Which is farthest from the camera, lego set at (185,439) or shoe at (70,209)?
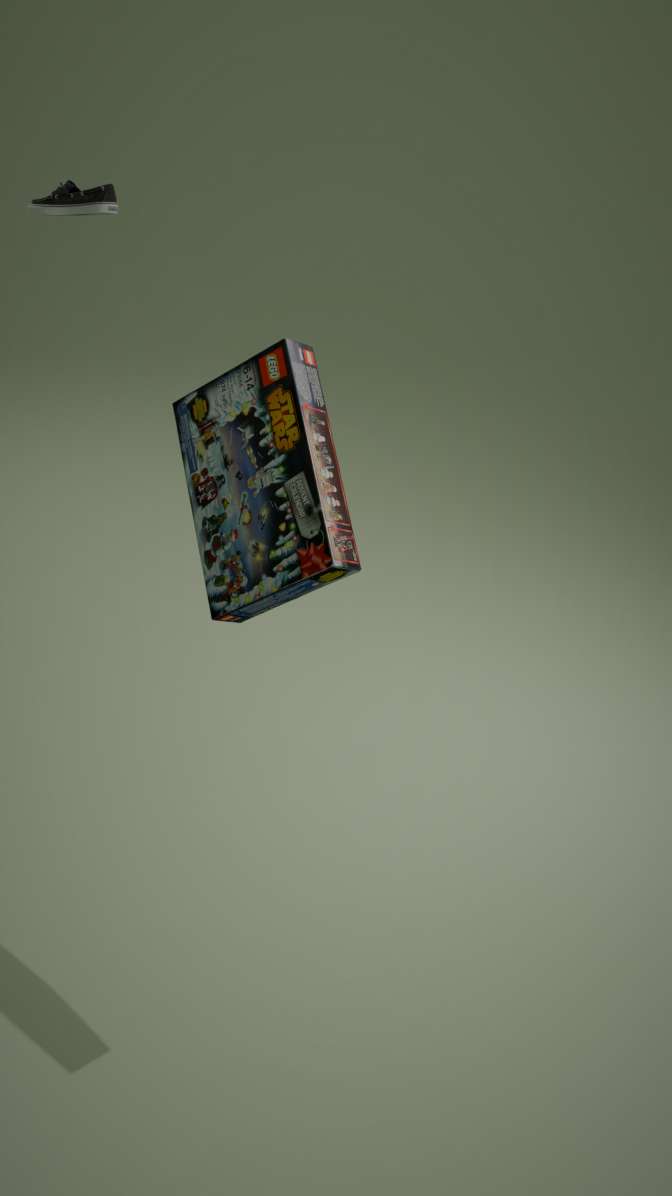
shoe at (70,209)
